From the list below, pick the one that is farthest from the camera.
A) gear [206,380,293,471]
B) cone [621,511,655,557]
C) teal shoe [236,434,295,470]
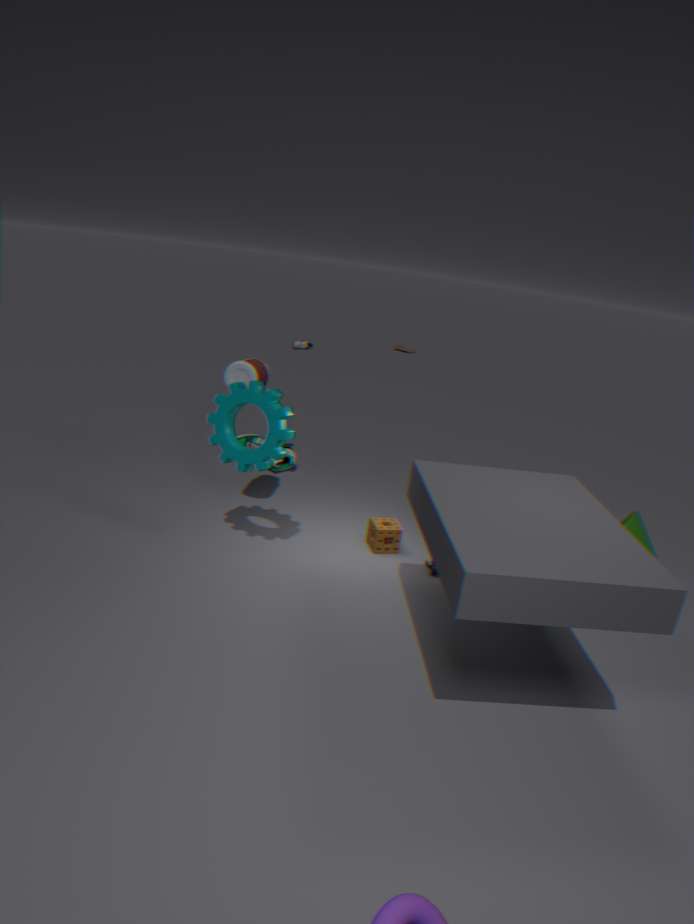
teal shoe [236,434,295,470]
